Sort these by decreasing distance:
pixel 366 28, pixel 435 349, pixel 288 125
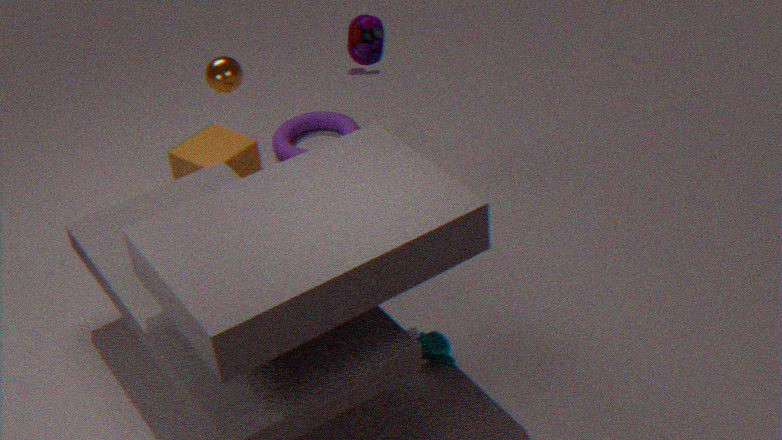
pixel 288 125 → pixel 366 28 → pixel 435 349
